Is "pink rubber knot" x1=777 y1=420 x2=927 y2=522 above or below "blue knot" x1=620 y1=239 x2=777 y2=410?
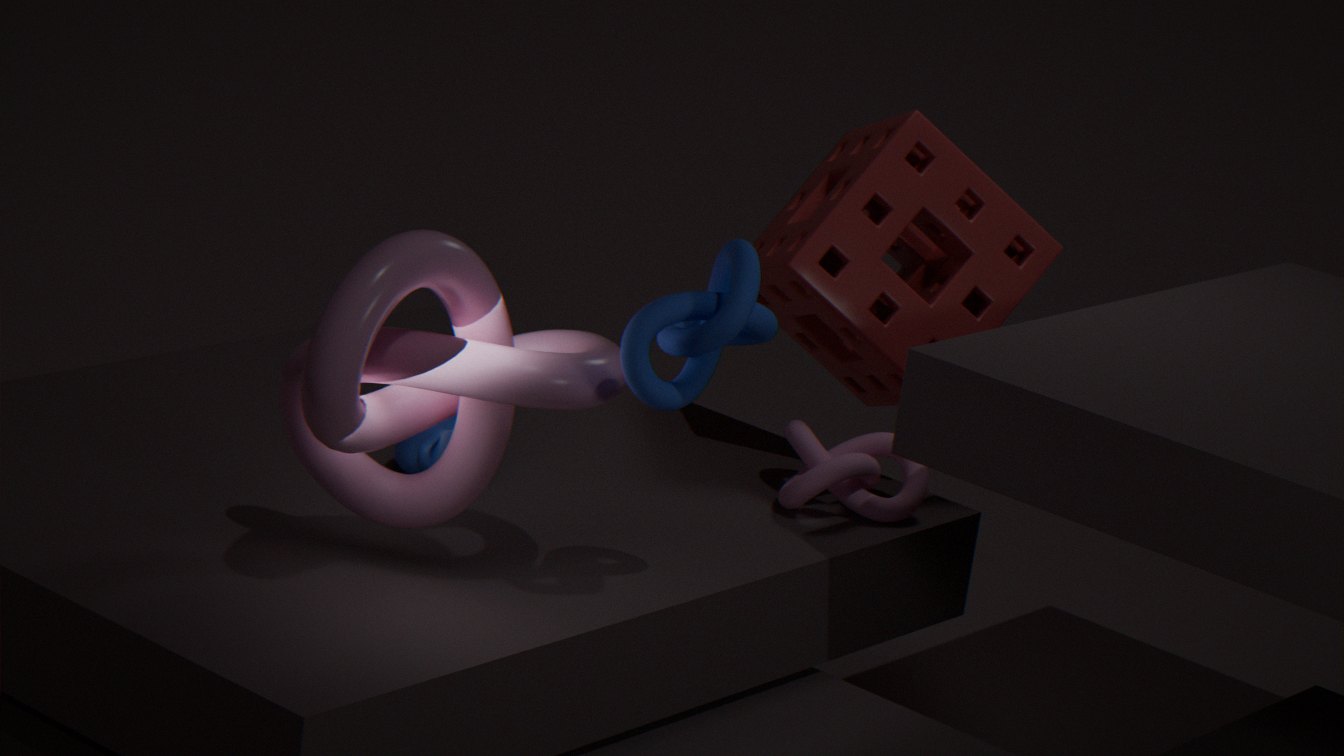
below
